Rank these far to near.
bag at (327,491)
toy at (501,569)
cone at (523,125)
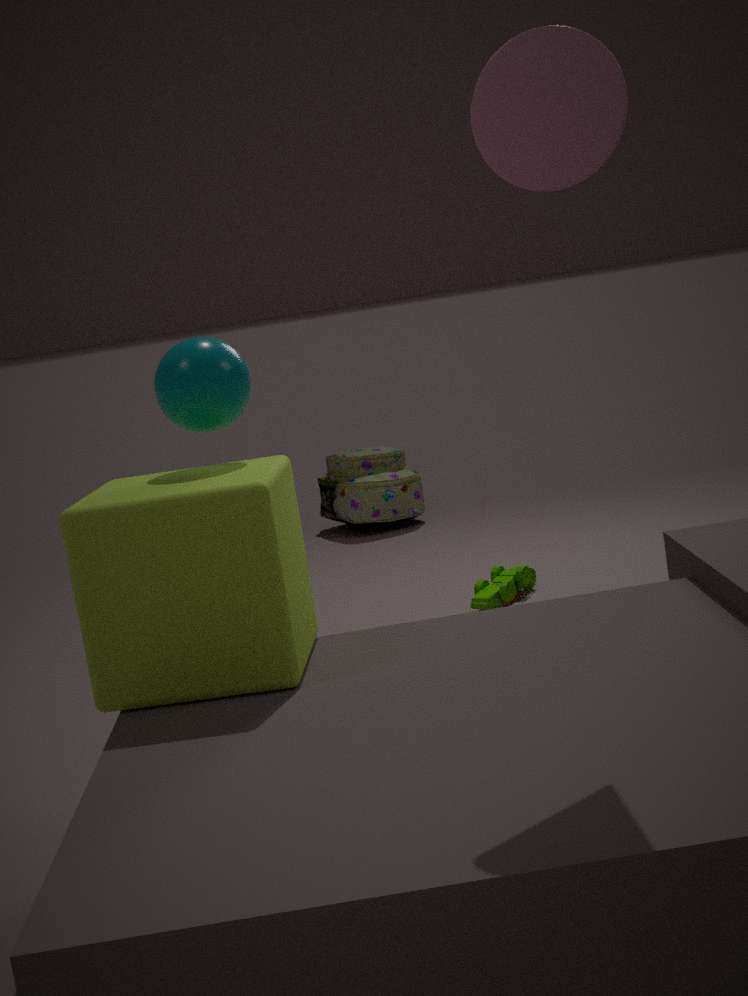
bag at (327,491), toy at (501,569), cone at (523,125)
